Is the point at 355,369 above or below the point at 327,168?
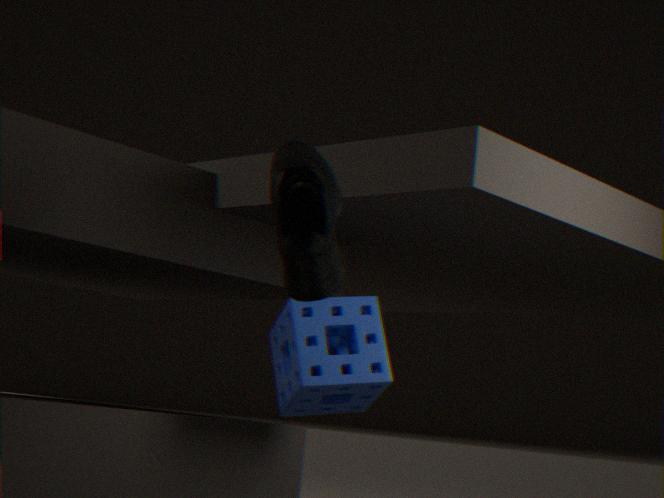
below
